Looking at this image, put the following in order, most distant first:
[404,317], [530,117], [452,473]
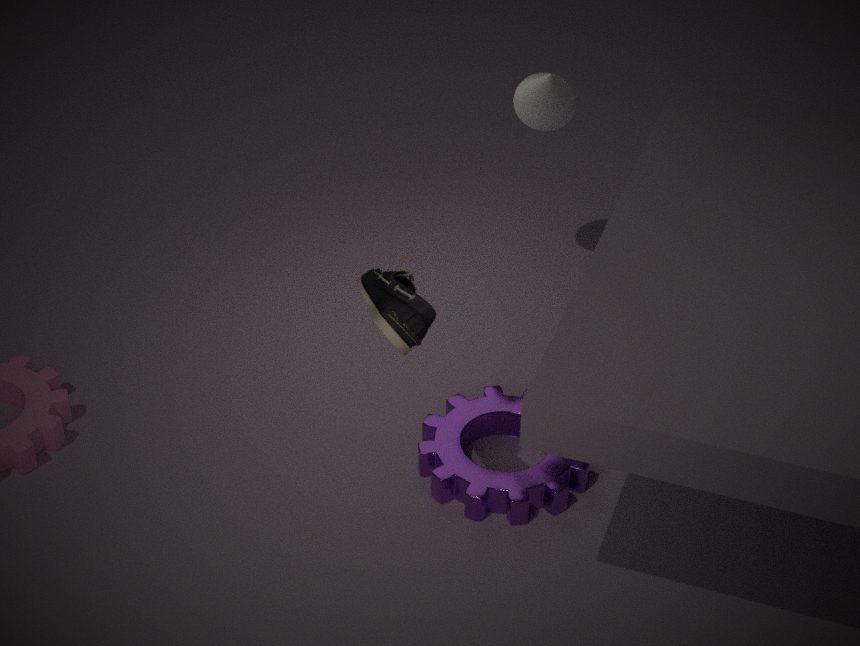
[530,117]
[452,473]
[404,317]
